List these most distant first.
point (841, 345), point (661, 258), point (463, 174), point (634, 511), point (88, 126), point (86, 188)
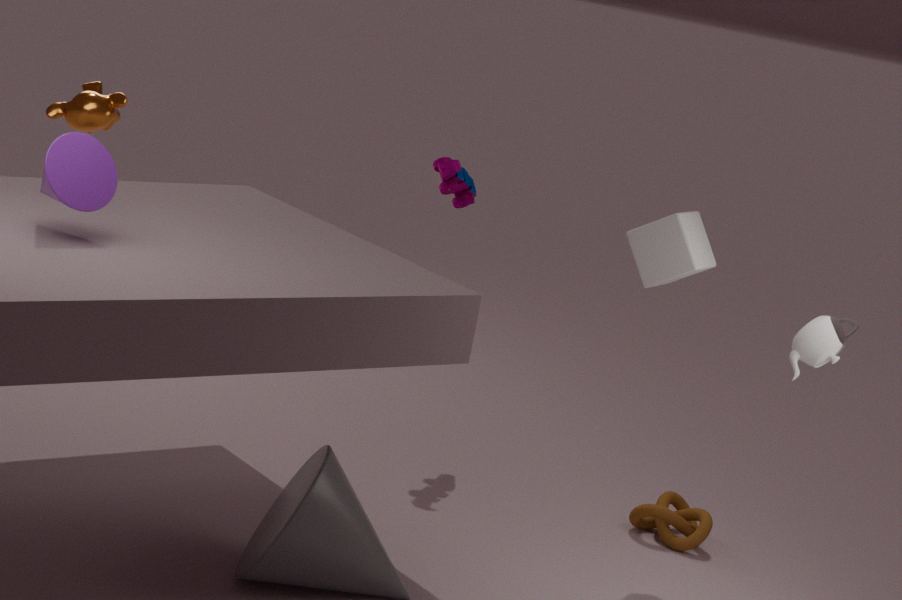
1. point (463, 174)
2. point (634, 511)
3. point (88, 126)
4. point (661, 258)
5. point (841, 345)
6. point (86, 188)
